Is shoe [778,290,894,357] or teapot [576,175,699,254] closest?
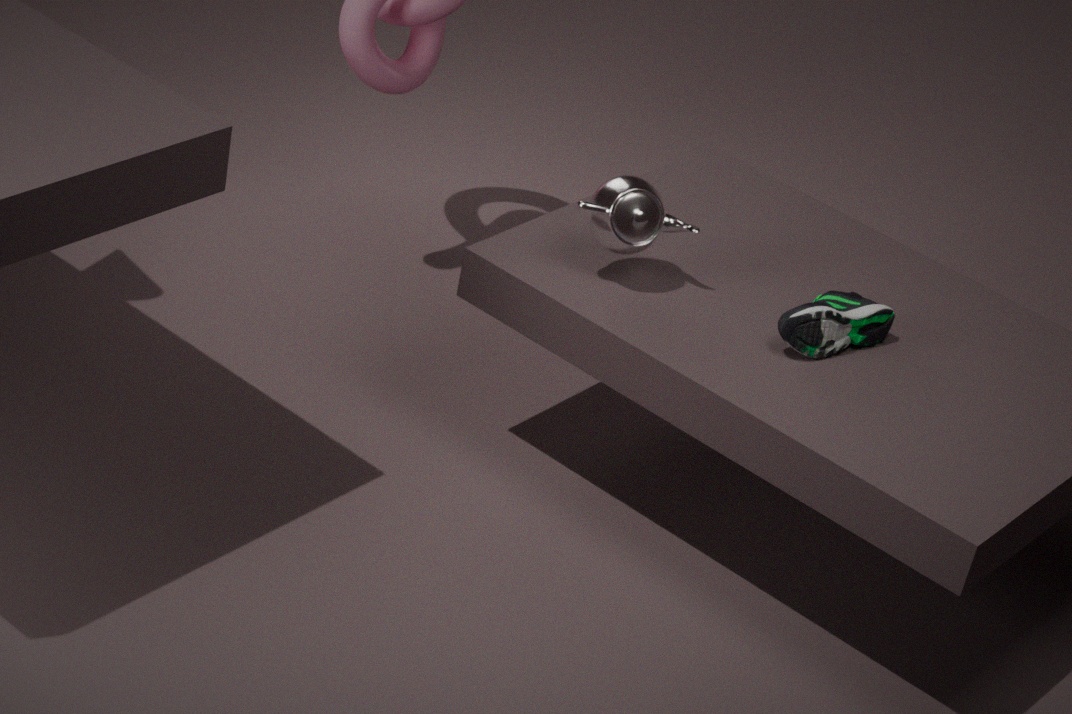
shoe [778,290,894,357]
